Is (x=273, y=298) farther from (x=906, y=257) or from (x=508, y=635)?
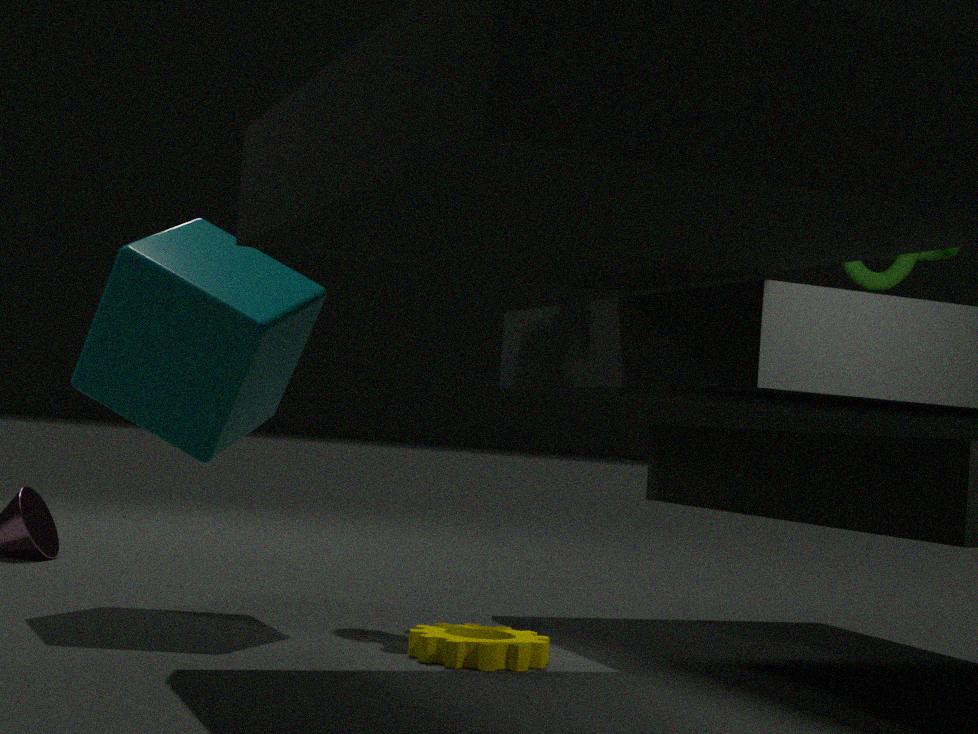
(x=906, y=257)
